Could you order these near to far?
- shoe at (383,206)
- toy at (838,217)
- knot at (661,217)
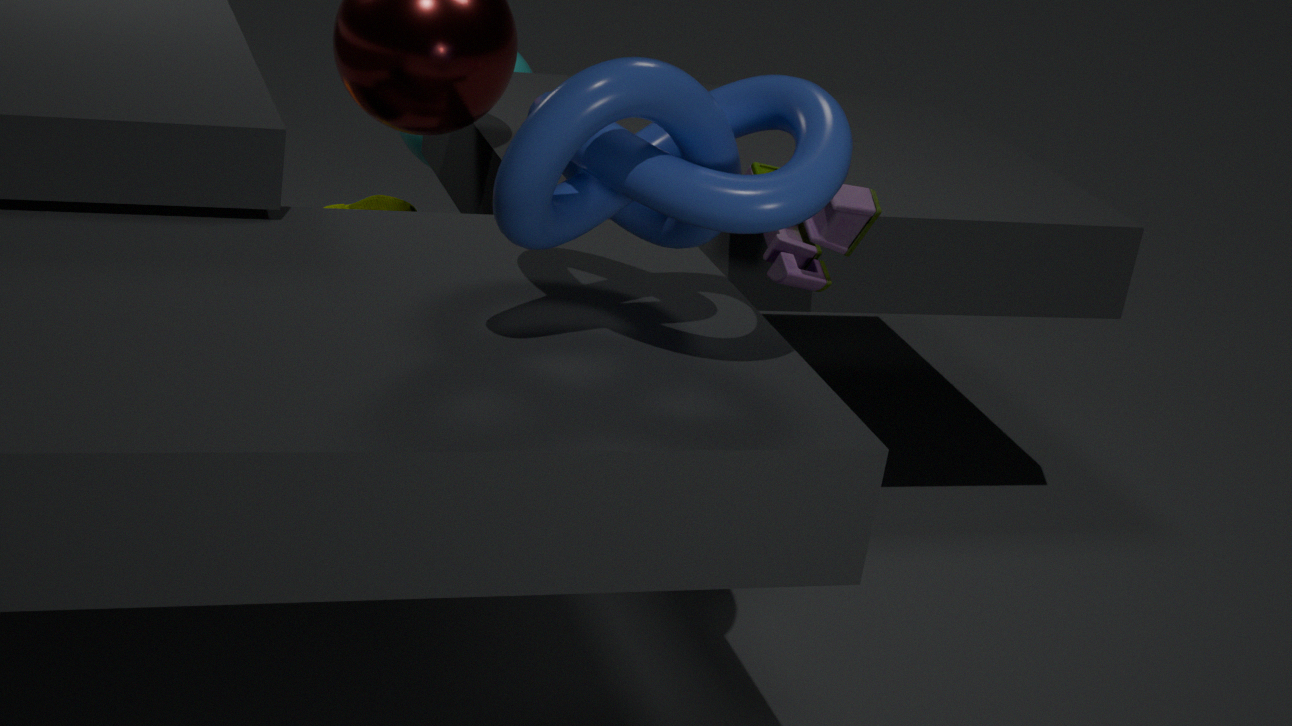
knot at (661,217) < toy at (838,217) < shoe at (383,206)
